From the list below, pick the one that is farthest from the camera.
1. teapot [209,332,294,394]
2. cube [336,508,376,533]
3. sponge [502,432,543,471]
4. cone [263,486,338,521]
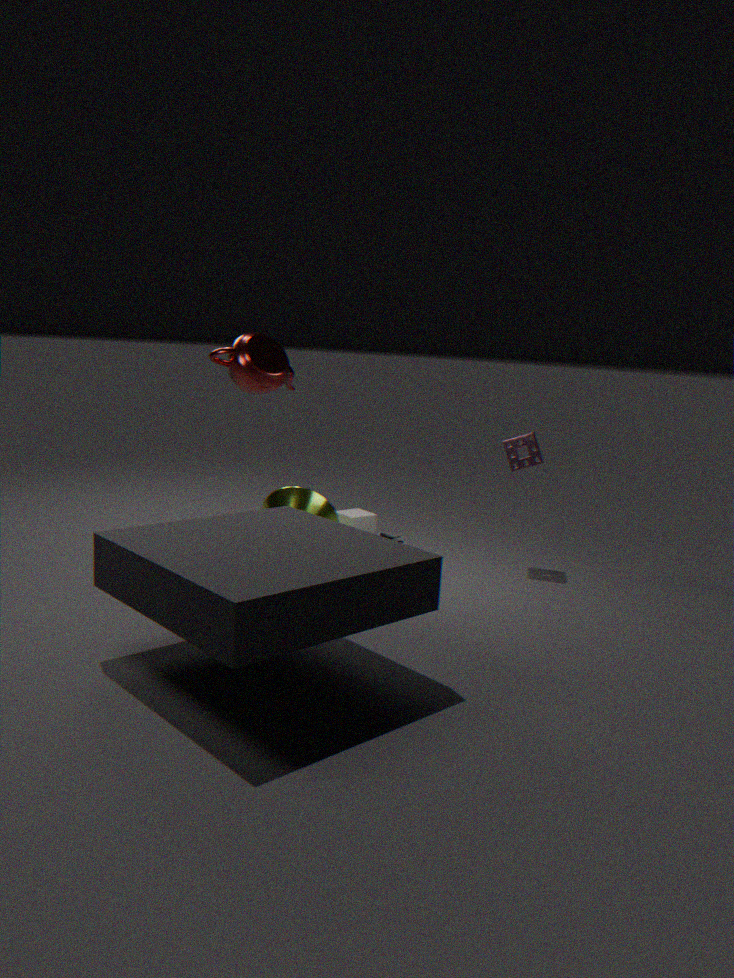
cube [336,508,376,533]
